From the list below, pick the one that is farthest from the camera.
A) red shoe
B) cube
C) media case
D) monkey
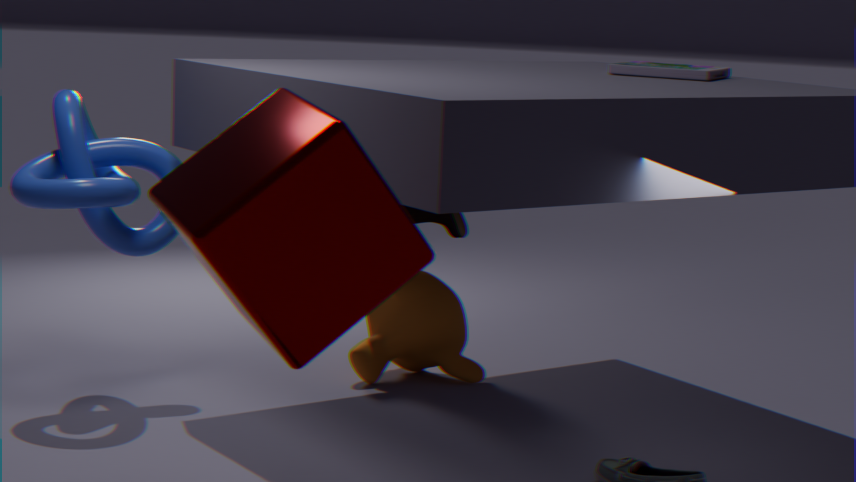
monkey
